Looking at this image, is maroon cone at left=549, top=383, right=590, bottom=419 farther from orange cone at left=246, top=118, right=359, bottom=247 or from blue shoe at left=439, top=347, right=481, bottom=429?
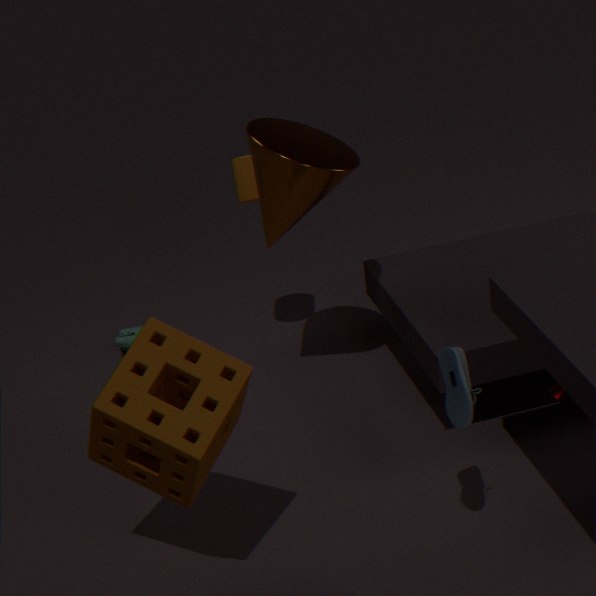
orange cone at left=246, top=118, right=359, bottom=247
